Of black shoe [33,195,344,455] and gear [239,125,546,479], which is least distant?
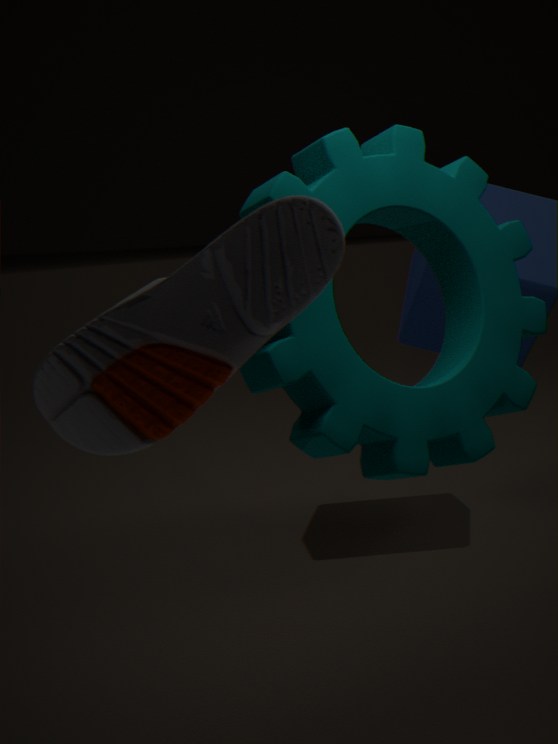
black shoe [33,195,344,455]
